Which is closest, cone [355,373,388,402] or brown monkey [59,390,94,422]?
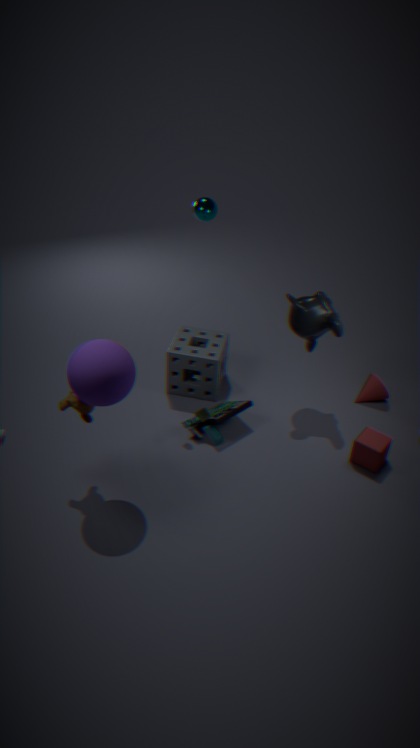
brown monkey [59,390,94,422]
